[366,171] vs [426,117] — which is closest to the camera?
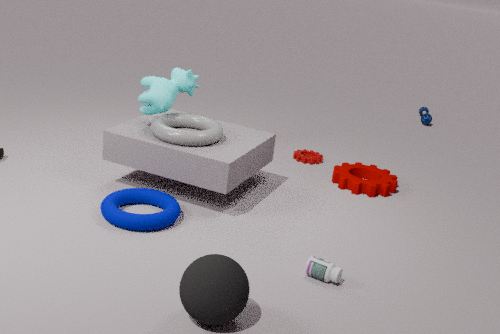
[366,171]
